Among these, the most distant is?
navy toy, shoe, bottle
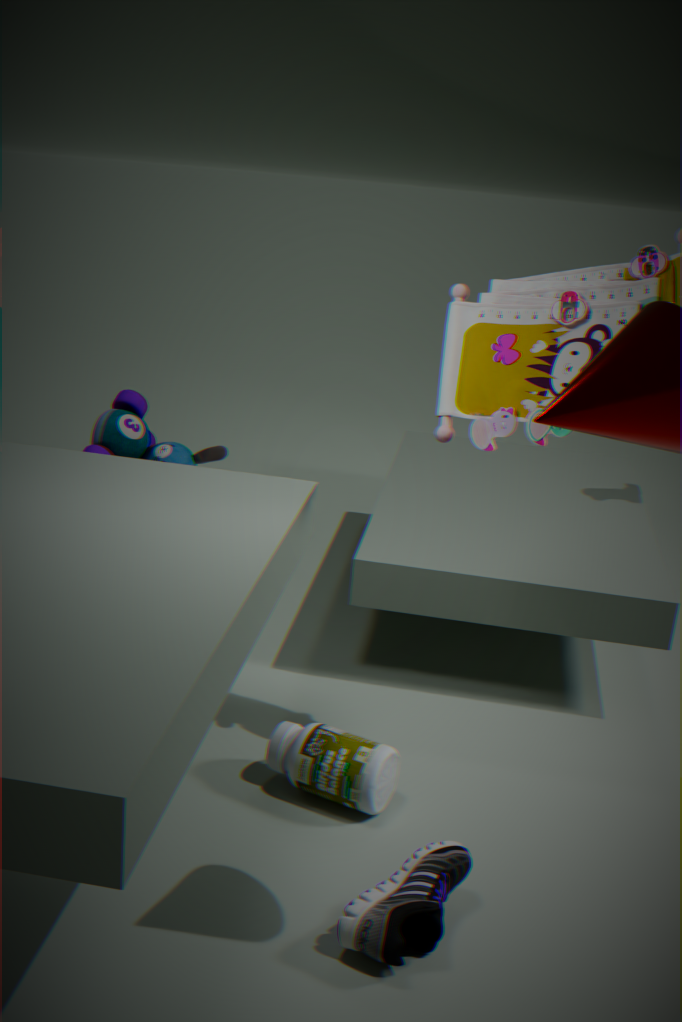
navy toy
